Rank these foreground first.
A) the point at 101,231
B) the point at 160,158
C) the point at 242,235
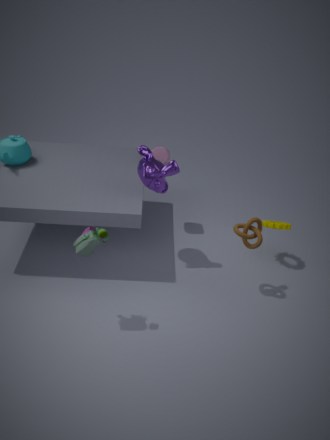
the point at 101,231 → the point at 242,235 → the point at 160,158
